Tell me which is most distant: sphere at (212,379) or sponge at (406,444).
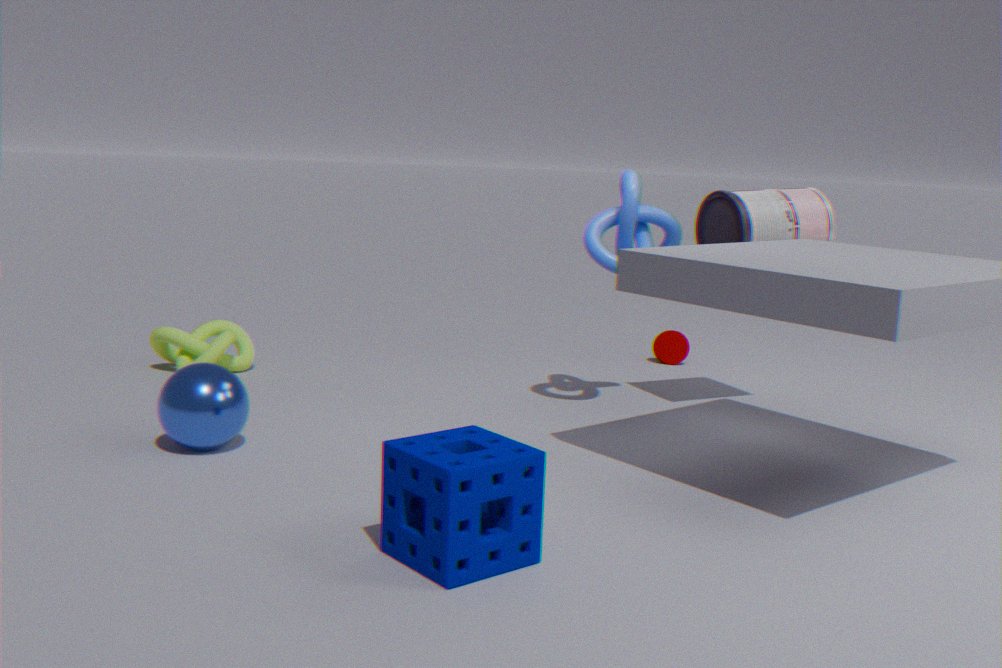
sphere at (212,379)
